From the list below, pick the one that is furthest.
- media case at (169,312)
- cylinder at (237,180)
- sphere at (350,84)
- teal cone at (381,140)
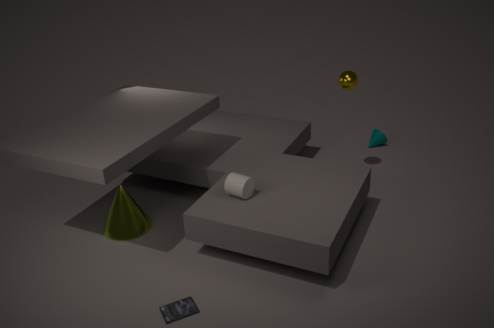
teal cone at (381,140)
